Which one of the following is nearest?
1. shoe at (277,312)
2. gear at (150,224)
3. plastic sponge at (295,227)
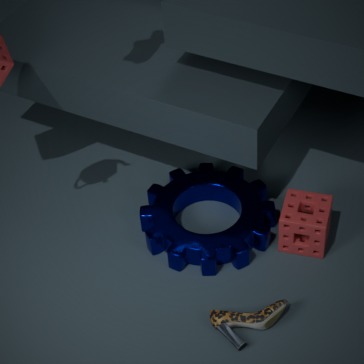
shoe at (277,312)
